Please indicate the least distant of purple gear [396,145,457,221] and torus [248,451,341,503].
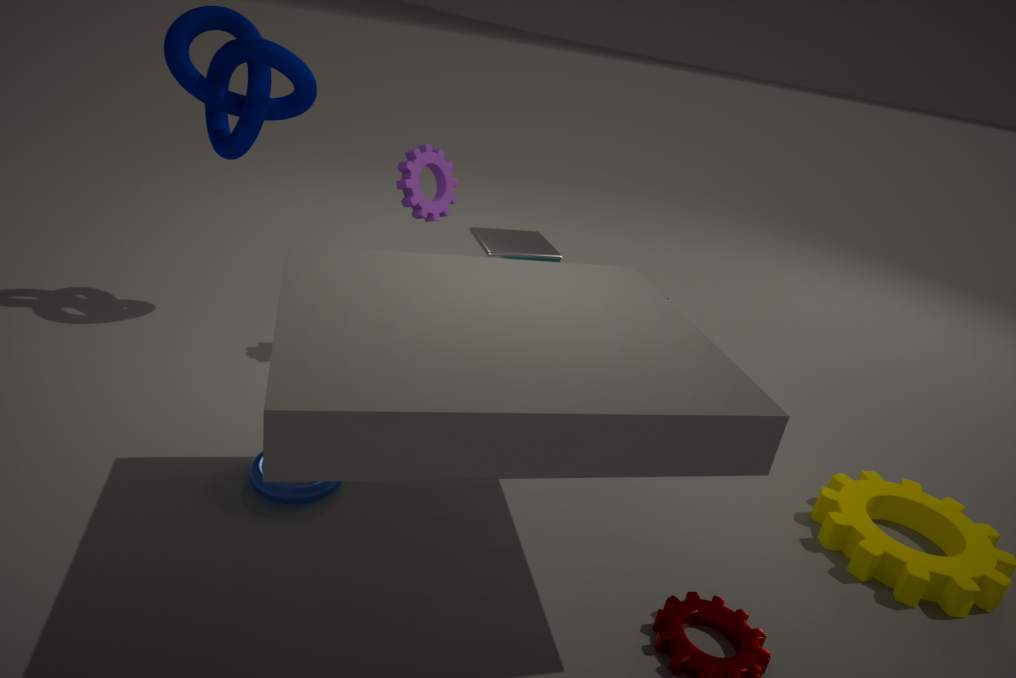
torus [248,451,341,503]
